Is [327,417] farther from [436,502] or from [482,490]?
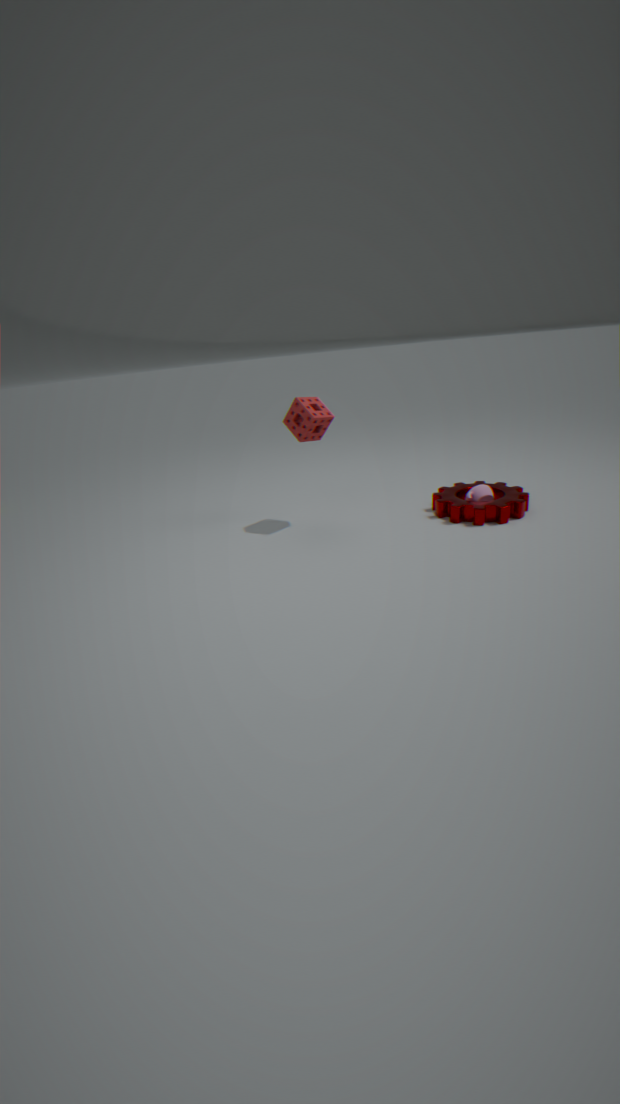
[436,502]
